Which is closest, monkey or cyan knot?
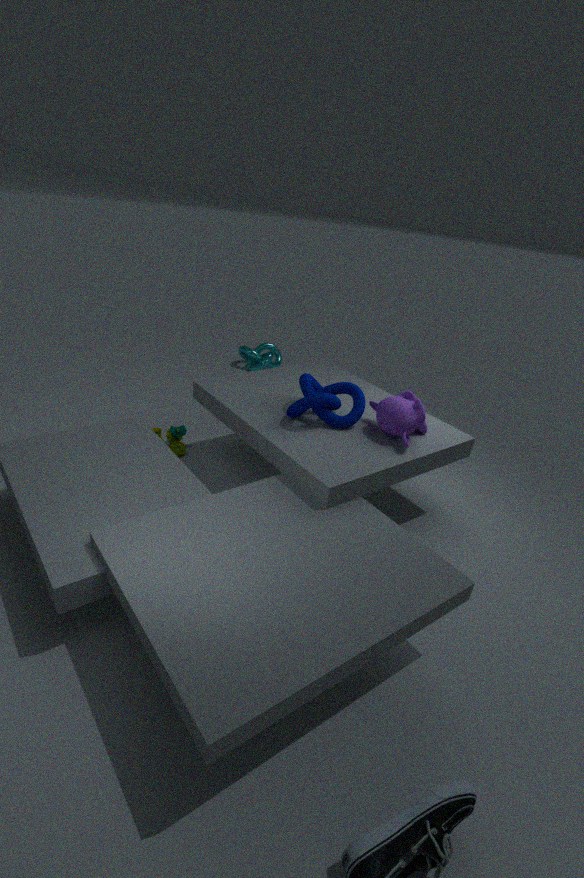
monkey
